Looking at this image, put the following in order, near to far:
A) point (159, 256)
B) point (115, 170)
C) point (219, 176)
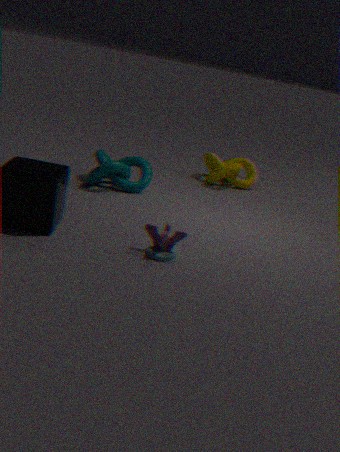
point (159, 256) → point (115, 170) → point (219, 176)
